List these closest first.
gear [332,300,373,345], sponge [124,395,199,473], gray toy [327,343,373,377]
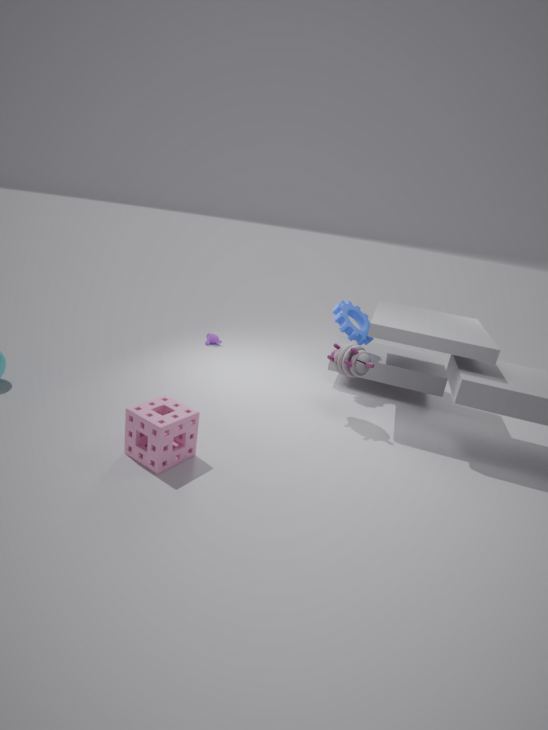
sponge [124,395,199,473] < gray toy [327,343,373,377] < gear [332,300,373,345]
